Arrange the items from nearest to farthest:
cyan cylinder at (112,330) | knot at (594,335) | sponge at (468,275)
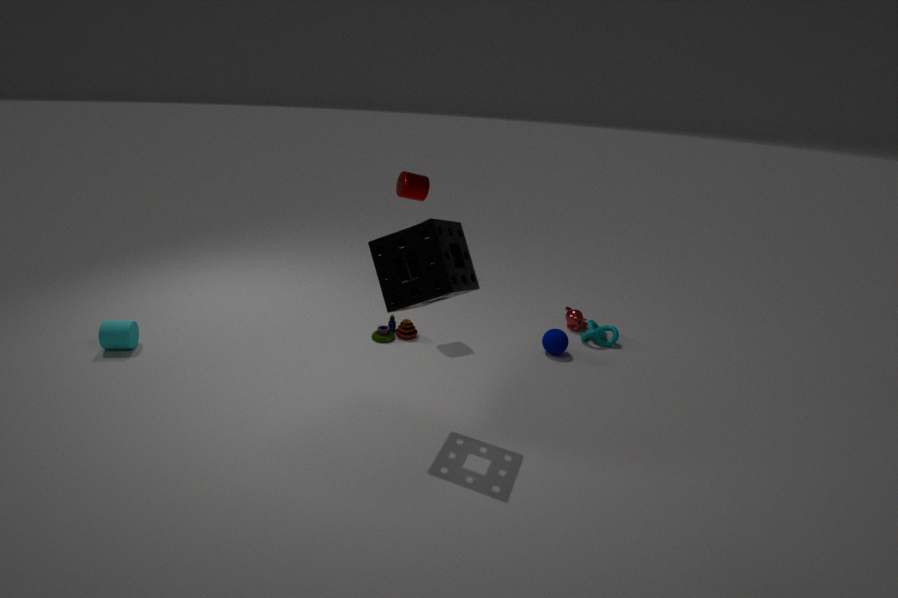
1. sponge at (468,275)
2. cyan cylinder at (112,330)
3. knot at (594,335)
